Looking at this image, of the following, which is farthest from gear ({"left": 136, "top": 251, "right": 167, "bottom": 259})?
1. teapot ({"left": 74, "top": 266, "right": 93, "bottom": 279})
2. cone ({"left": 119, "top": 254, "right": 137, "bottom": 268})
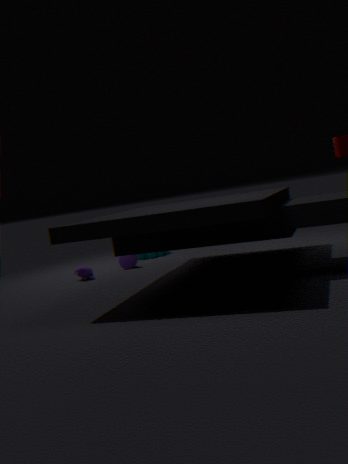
teapot ({"left": 74, "top": 266, "right": 93, "bottom": 279})
